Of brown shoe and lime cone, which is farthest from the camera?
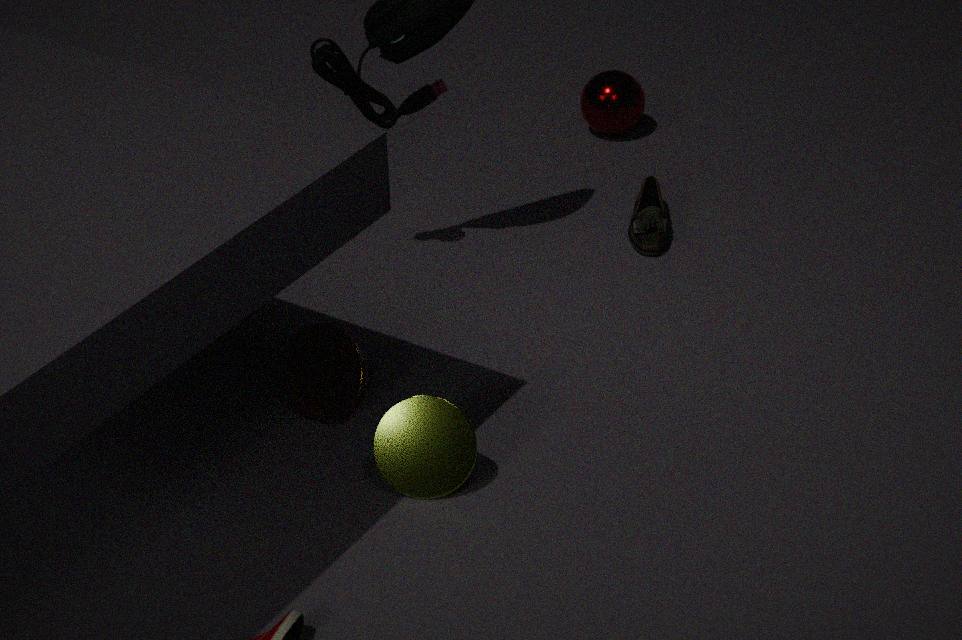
brown shoe
